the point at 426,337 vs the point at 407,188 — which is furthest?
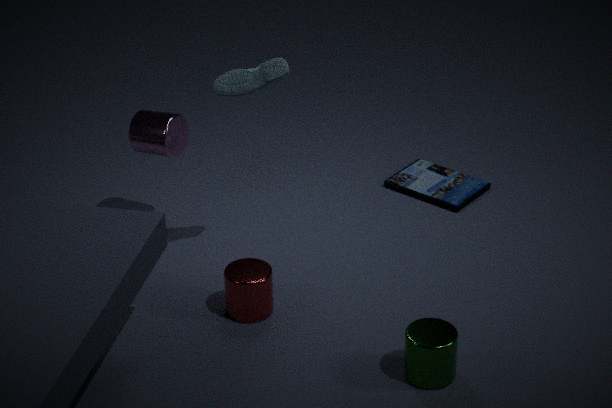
the point at 407,188
